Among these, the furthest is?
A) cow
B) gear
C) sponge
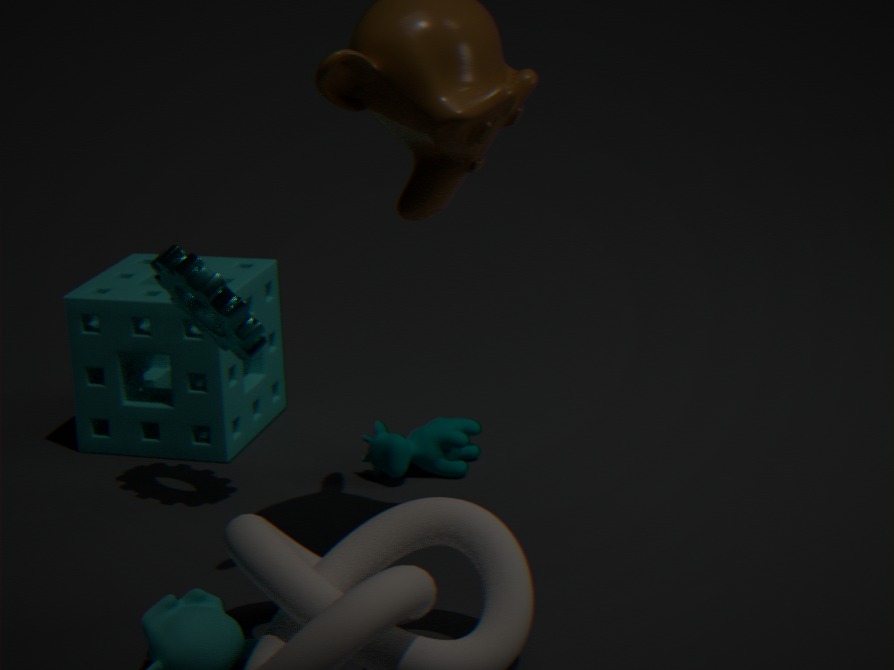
sponge
